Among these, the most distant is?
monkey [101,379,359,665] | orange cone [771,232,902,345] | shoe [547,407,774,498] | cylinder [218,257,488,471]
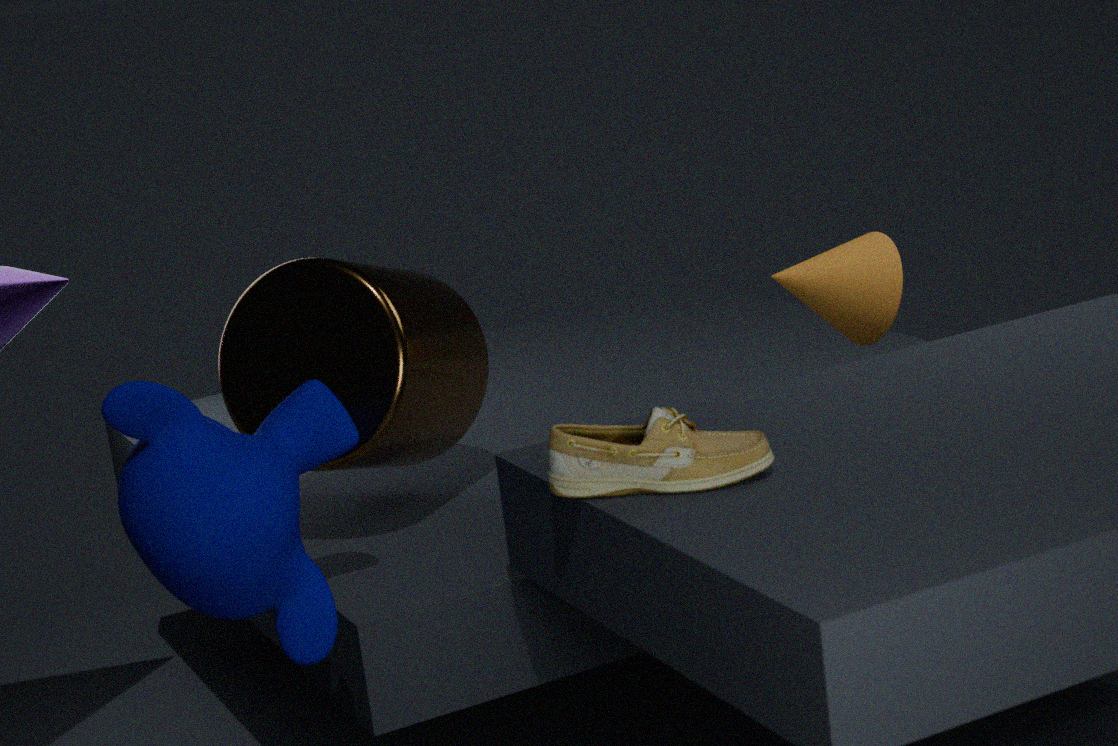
orange cone [771,232,902,345]
